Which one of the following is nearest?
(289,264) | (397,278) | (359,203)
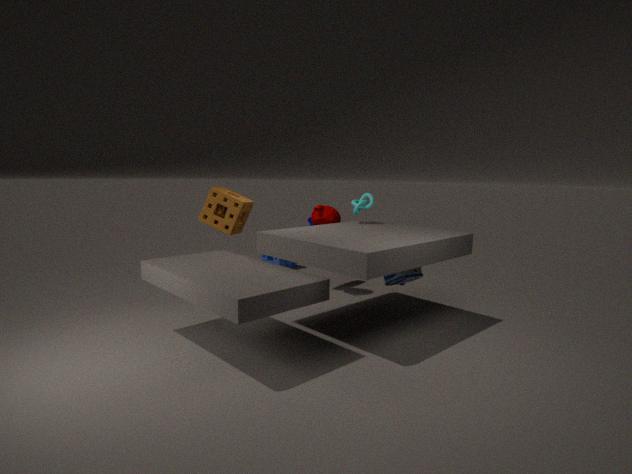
(397,278)
